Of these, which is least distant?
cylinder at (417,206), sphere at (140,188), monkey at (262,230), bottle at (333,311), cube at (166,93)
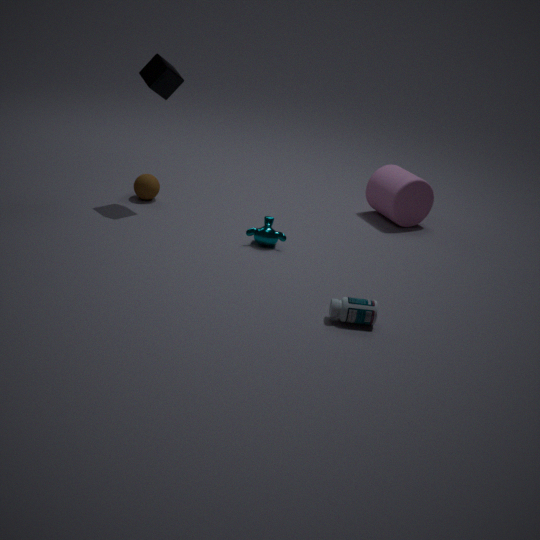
bottle at (333,311)
